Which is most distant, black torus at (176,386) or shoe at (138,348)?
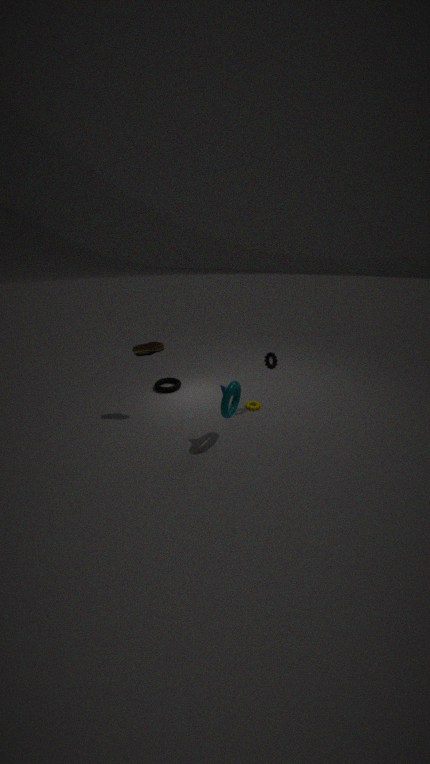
black torus at (176,386)
